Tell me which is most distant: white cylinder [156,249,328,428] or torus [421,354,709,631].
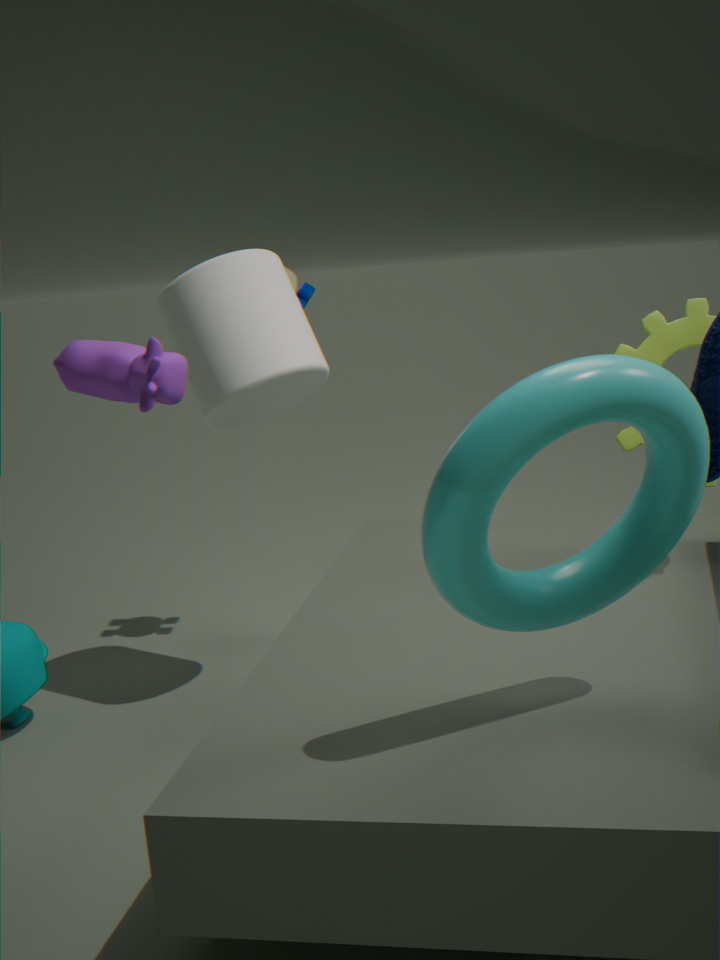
white cylinder [156,249,328,428]
